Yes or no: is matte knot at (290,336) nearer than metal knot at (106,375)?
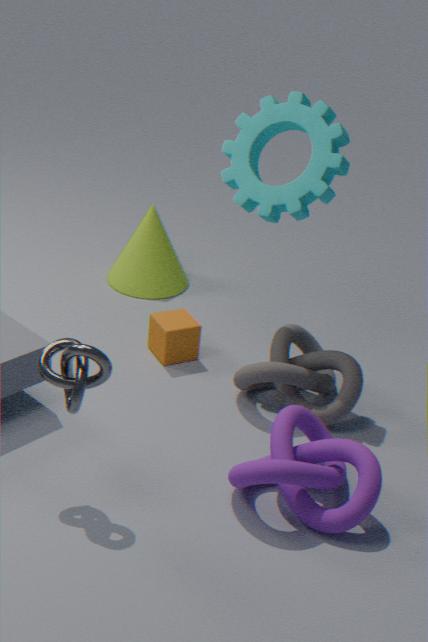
No
